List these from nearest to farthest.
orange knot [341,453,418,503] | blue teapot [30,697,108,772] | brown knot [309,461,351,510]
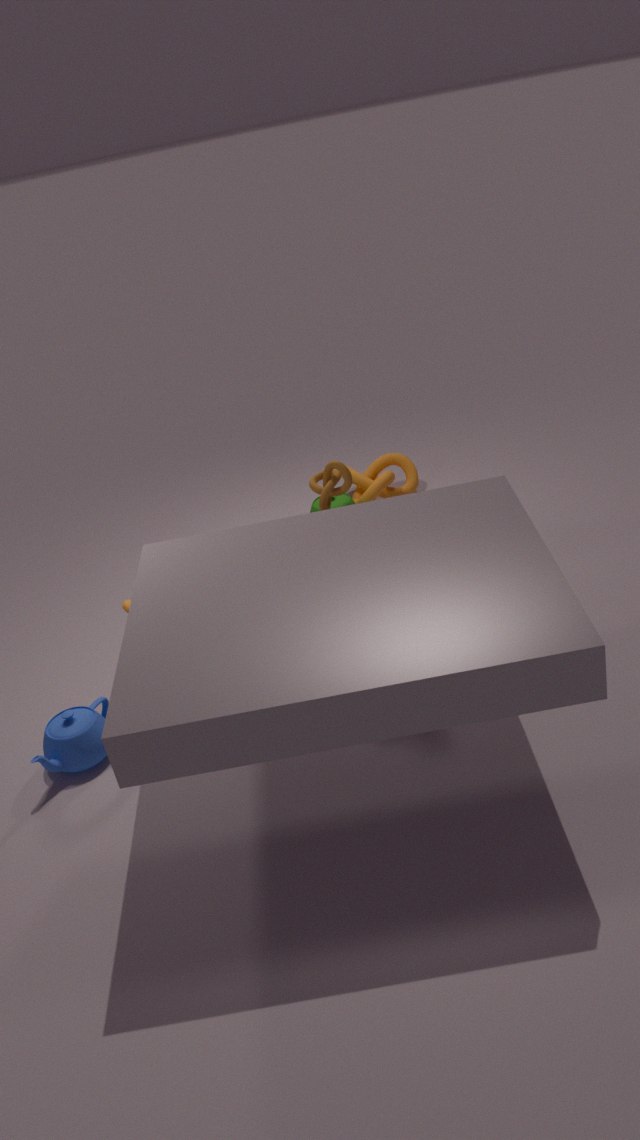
blue teapot [30,697,108,772] < brown knot [309,461,351,510] < orange knot [341,453,418,503]
